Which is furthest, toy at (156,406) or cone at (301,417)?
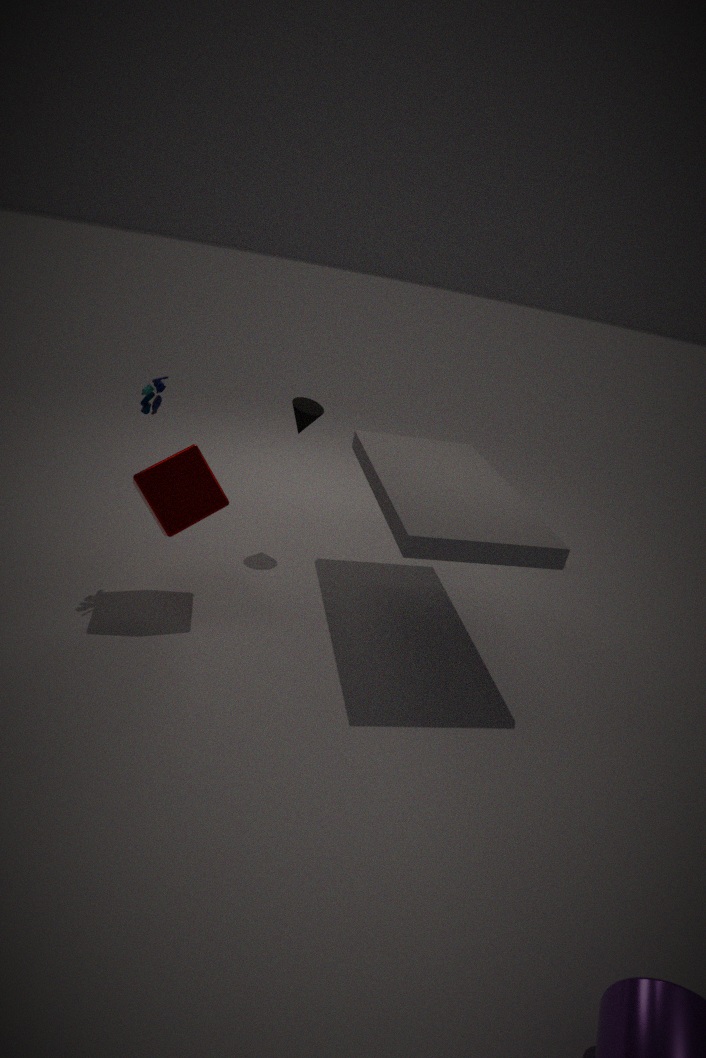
cone at (301,417)
